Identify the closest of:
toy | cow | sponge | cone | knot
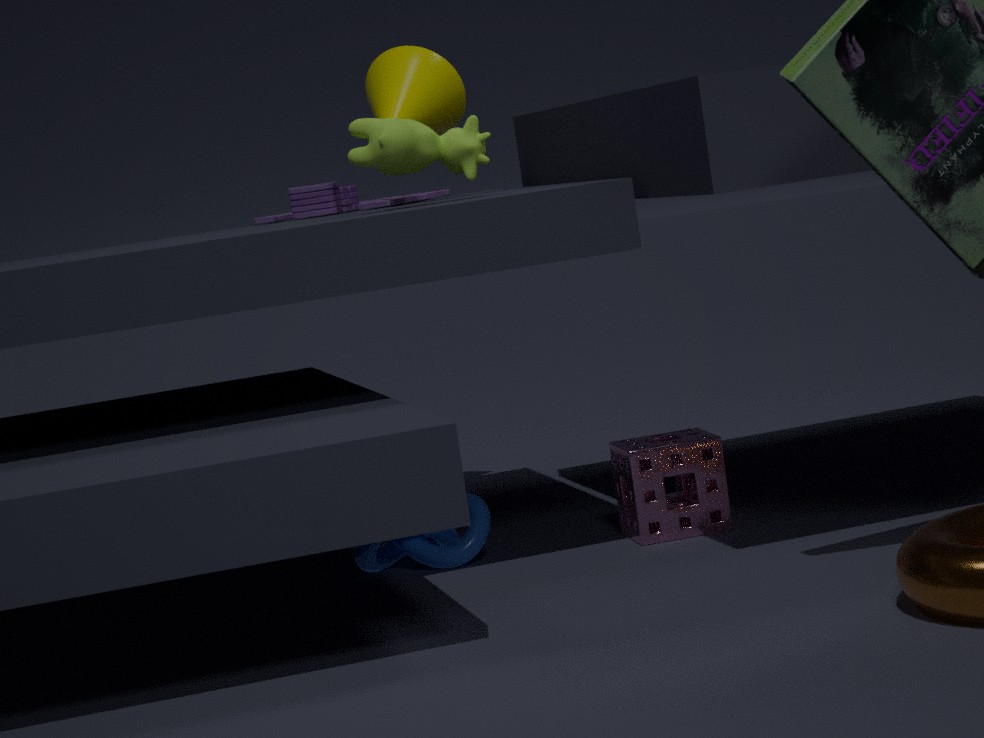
cow
